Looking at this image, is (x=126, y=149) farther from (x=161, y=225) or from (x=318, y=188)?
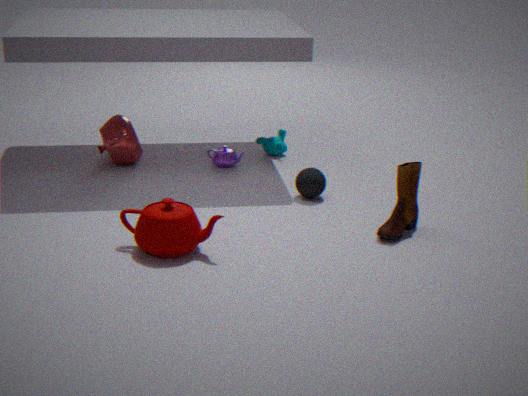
(x=161, y=225)
